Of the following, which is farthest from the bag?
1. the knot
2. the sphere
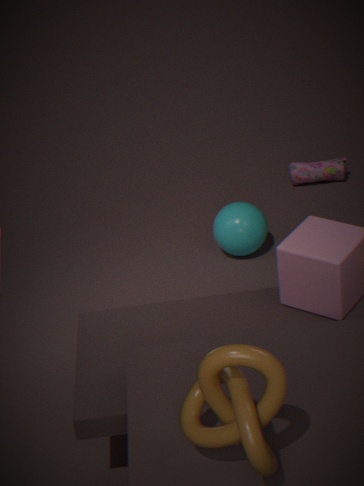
the knot
